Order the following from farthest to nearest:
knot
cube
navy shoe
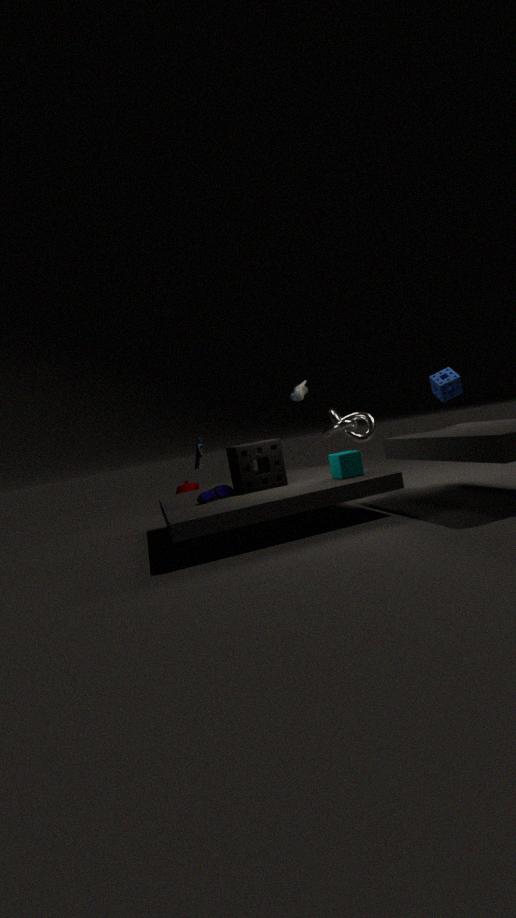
knot, navy shoe, cube
